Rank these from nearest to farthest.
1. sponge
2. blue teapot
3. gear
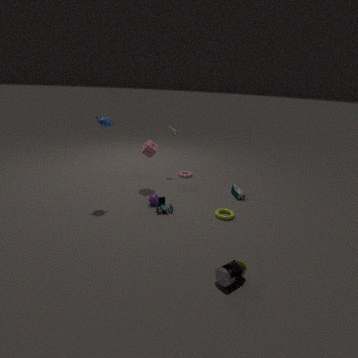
blue teapot < sponge < gear
